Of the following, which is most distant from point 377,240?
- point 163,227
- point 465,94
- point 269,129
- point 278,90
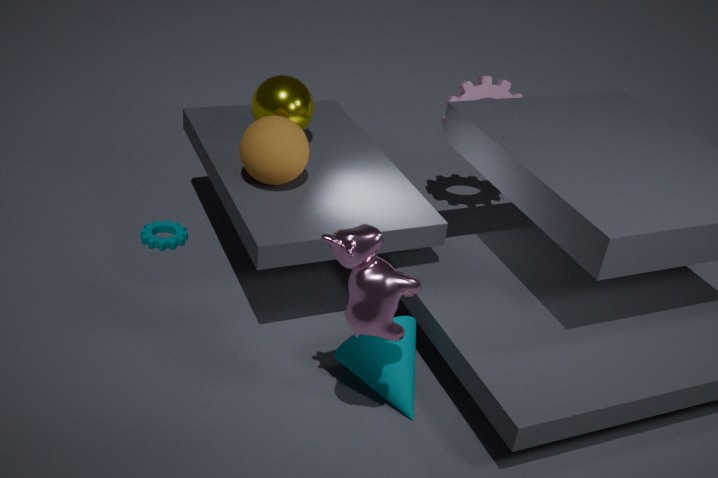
point 465,94
